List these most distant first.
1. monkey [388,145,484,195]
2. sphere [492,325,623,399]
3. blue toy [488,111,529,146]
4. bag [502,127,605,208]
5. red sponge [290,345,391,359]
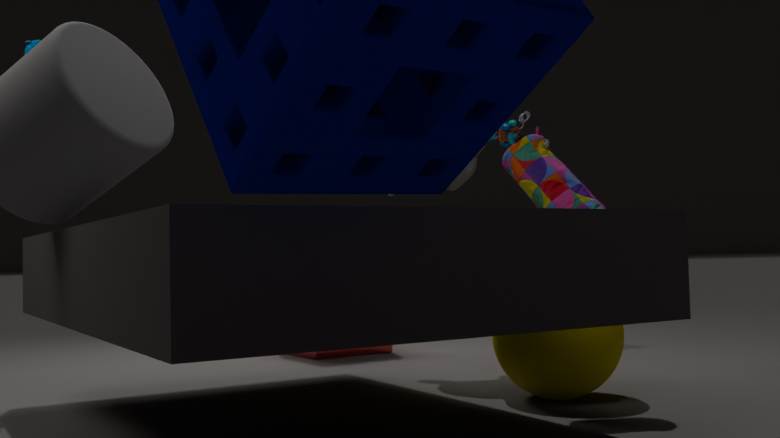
red sponge [290,345,391,359] < blue toy [488,111,529,146] < monkey [388,145,484,195] < bag [502,127,605,208] < sphere [492,325,623,399]
